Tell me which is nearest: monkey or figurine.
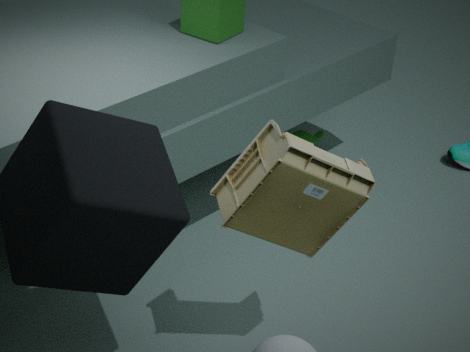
figurine
